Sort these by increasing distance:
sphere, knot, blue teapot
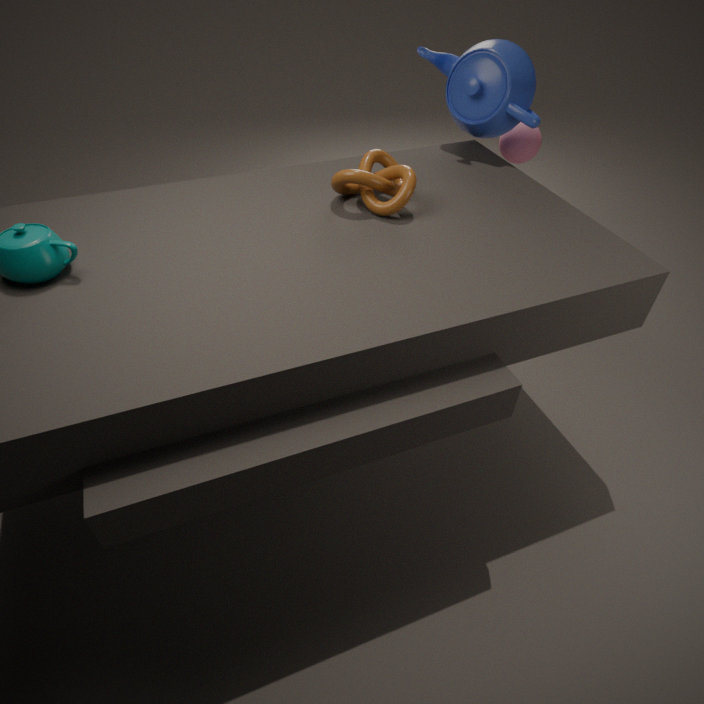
knot < blue teapot < sphere
